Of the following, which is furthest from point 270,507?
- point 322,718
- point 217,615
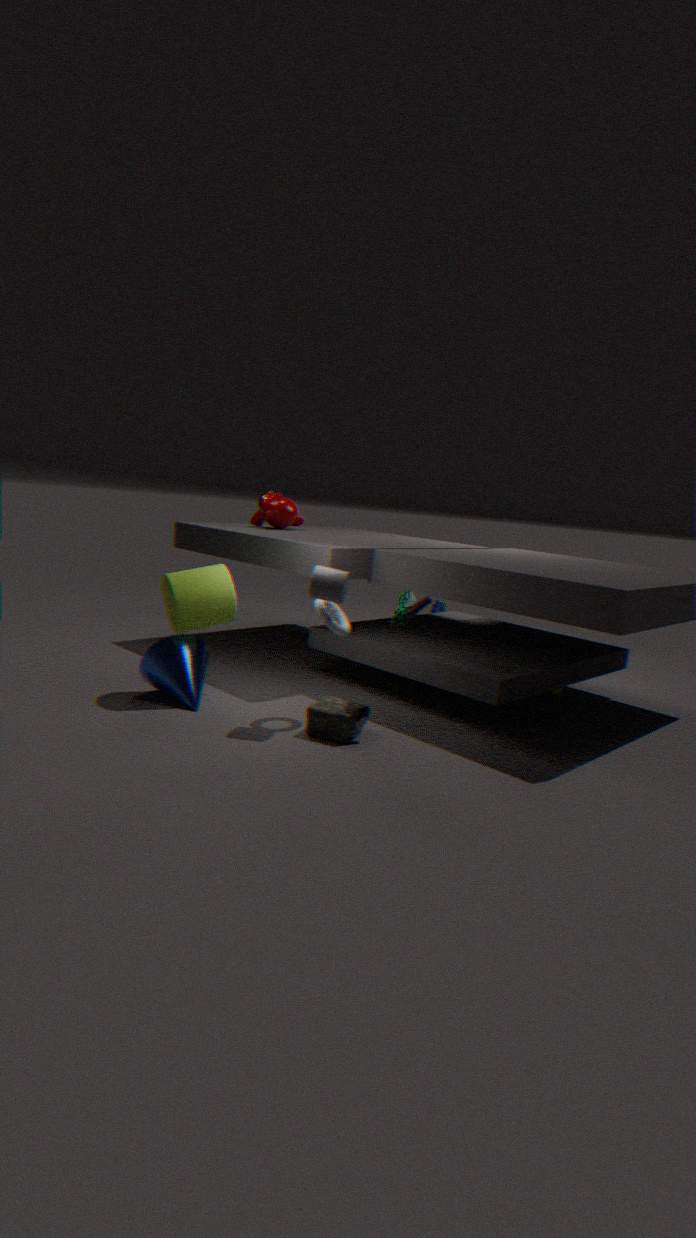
point 322,718
